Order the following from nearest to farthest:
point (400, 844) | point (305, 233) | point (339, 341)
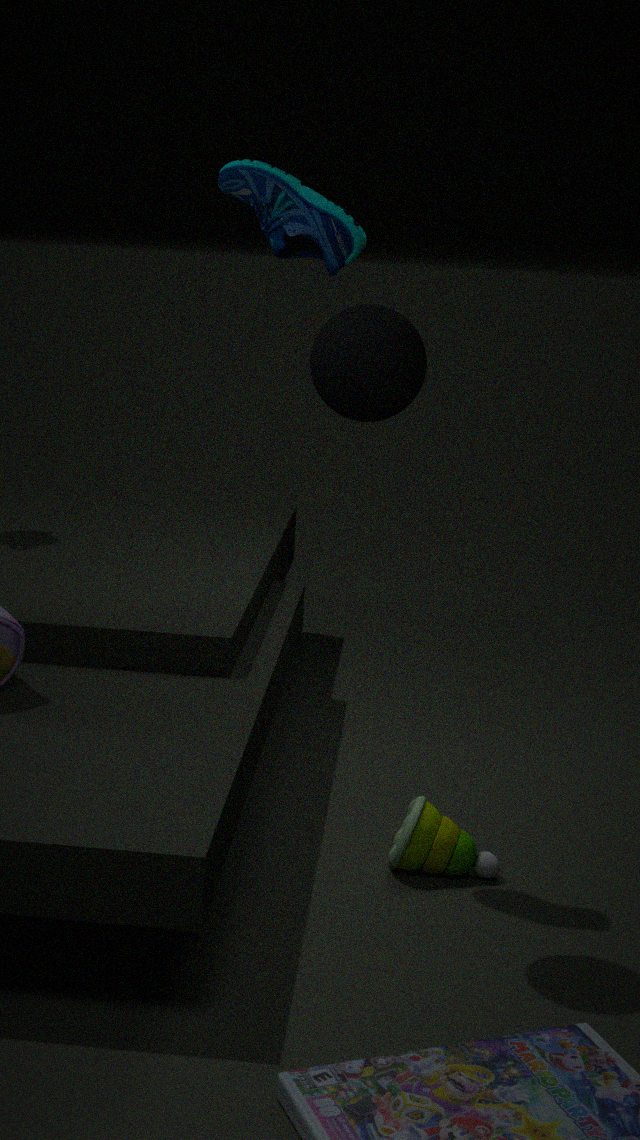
point (339, 341) → point (305, 233) → point (400, 844)
